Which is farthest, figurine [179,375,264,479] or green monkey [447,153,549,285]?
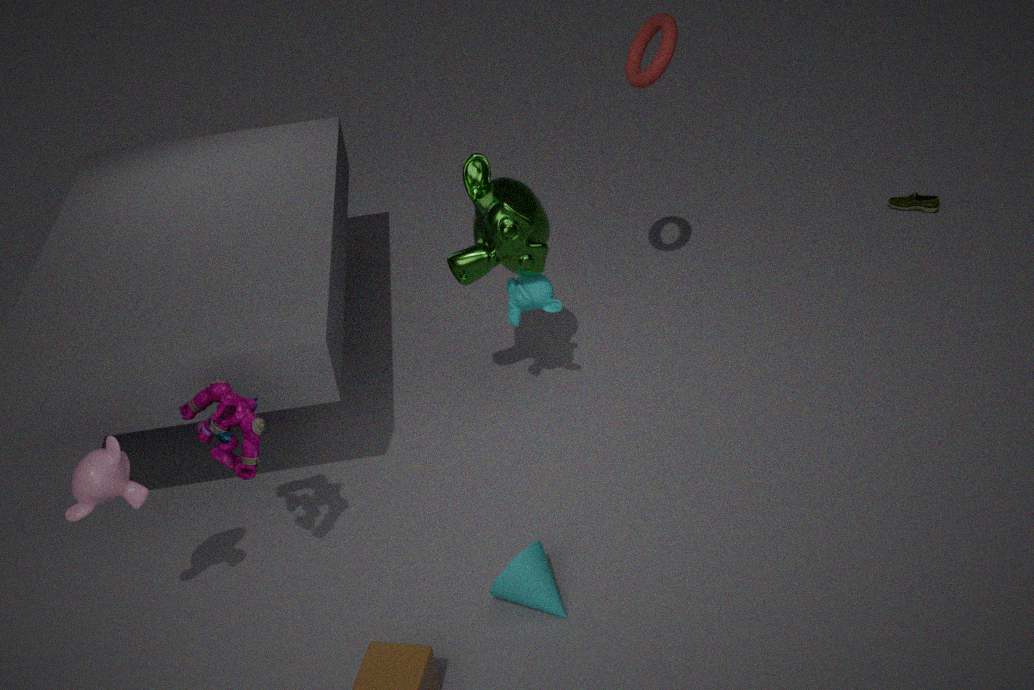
green monkey [447,153,549,285]
